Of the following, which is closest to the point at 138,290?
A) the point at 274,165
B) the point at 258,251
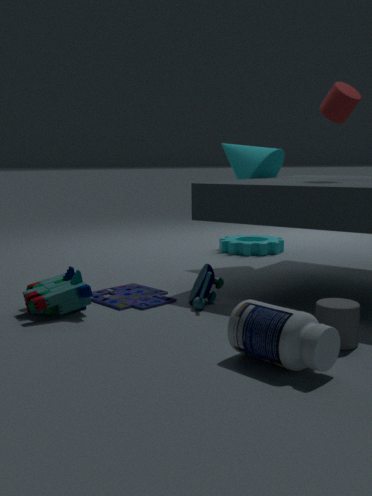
the point at 274,165
